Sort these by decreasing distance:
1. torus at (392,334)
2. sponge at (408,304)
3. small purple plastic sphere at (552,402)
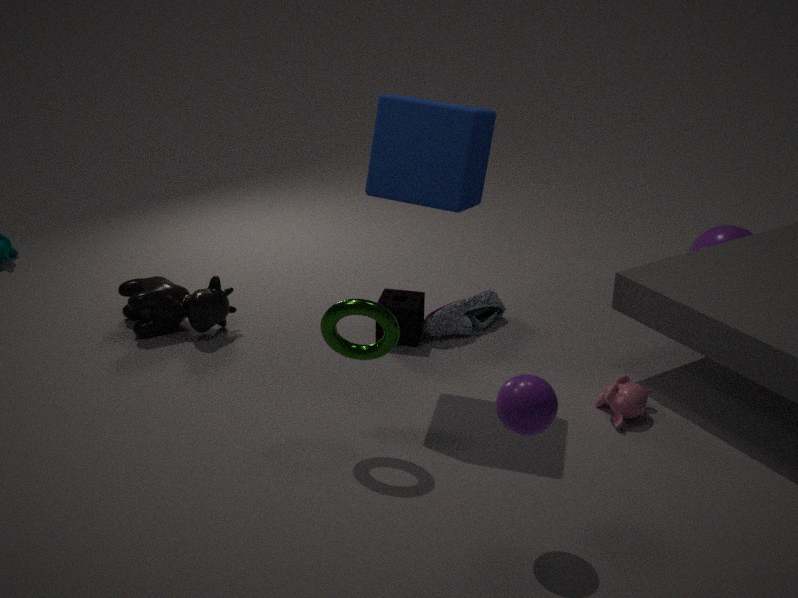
sponge at (408,304)
torus at (392,334)
small purple plastic sphere at (552,402)
